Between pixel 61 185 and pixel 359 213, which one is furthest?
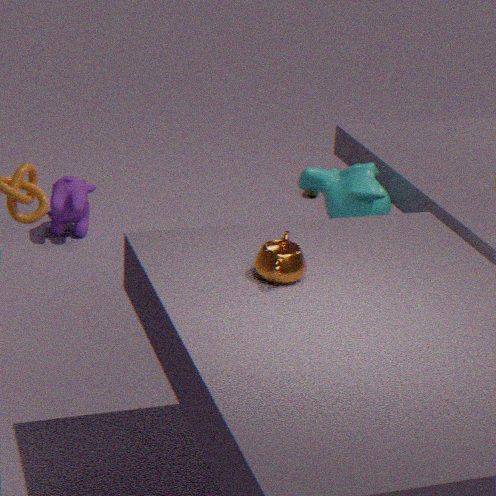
pixel 61 185
